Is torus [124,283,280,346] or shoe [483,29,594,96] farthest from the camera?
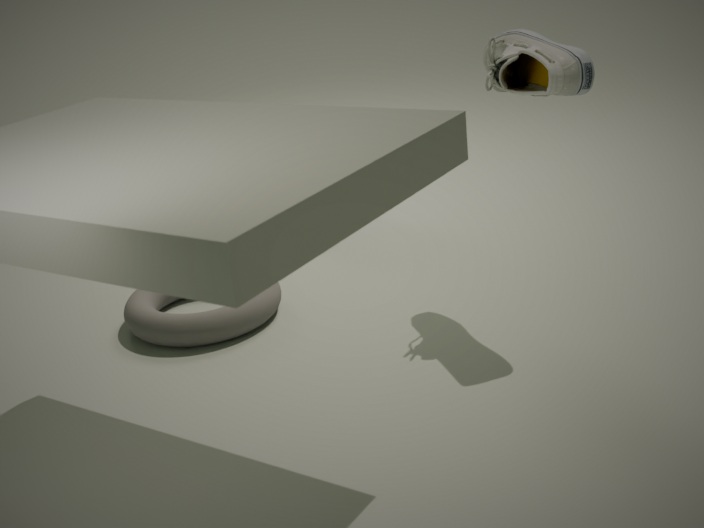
torus [124,283,280,346]
